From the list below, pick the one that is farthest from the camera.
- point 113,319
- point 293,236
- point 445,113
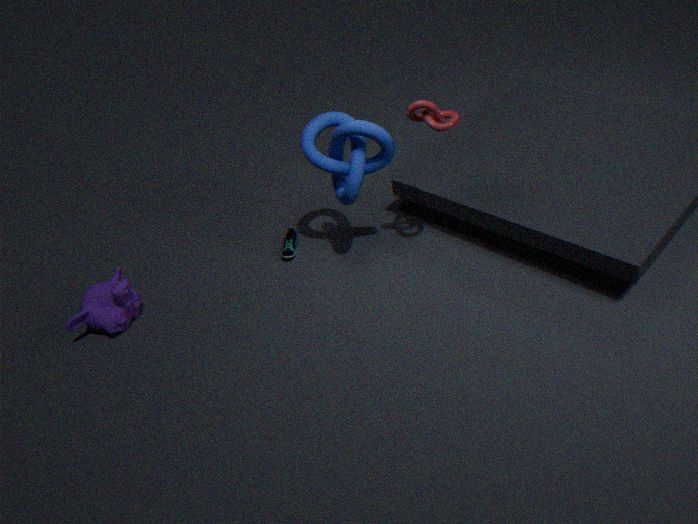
point 293,236
